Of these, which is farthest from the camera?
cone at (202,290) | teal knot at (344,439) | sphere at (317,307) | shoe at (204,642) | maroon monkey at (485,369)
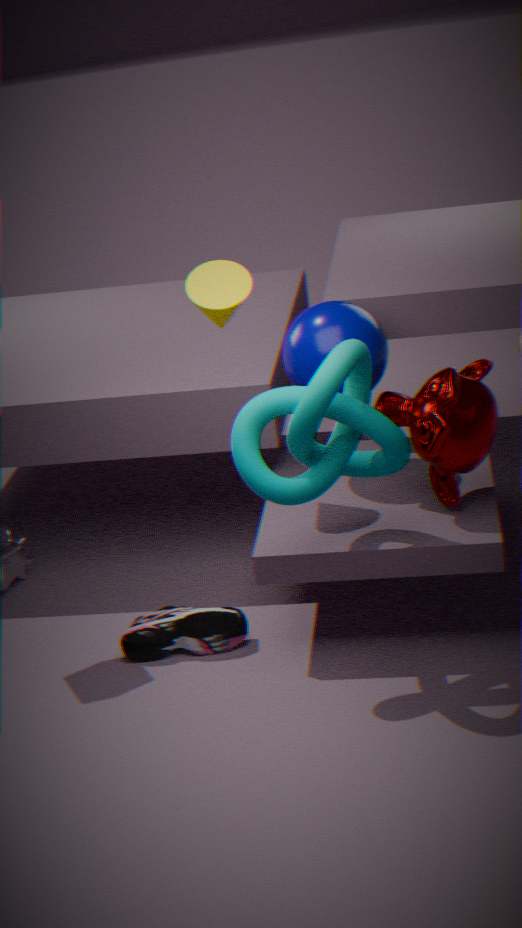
shoe at (204,642)
